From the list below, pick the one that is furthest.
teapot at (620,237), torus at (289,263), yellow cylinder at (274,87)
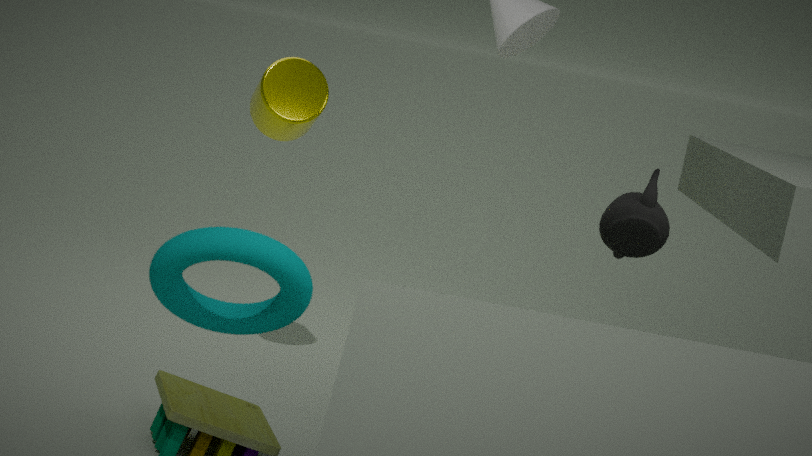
yellow cylinder at (274,87)
